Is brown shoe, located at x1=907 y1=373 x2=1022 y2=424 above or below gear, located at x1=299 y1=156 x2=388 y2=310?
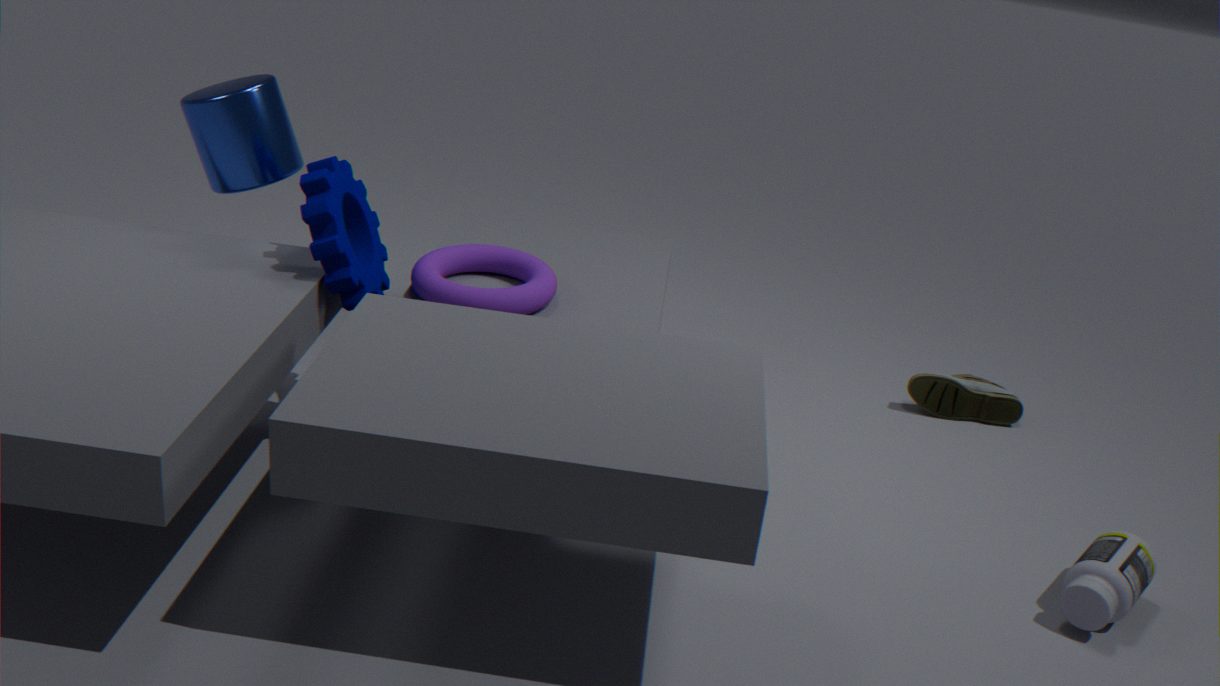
below
